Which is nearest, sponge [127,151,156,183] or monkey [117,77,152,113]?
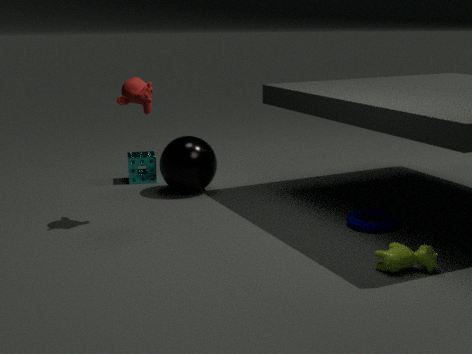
monkey [117,77,152,113]
